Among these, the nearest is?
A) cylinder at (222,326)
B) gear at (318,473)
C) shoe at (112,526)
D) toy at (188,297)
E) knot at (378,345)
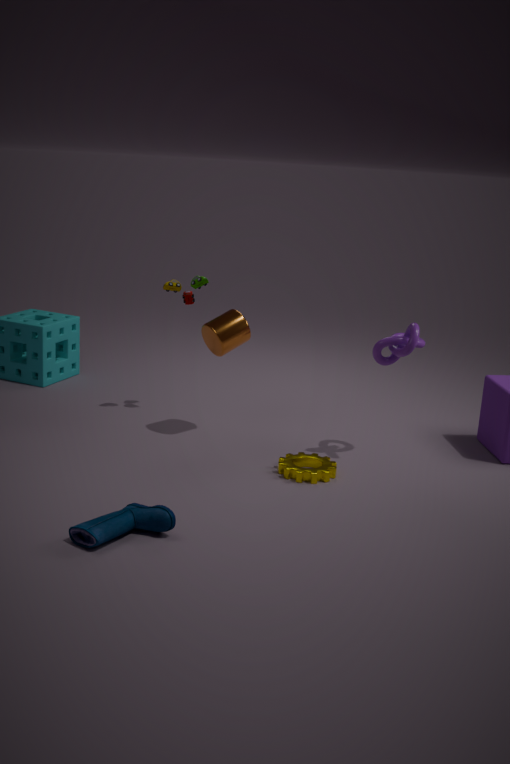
shoe at (112,526)
